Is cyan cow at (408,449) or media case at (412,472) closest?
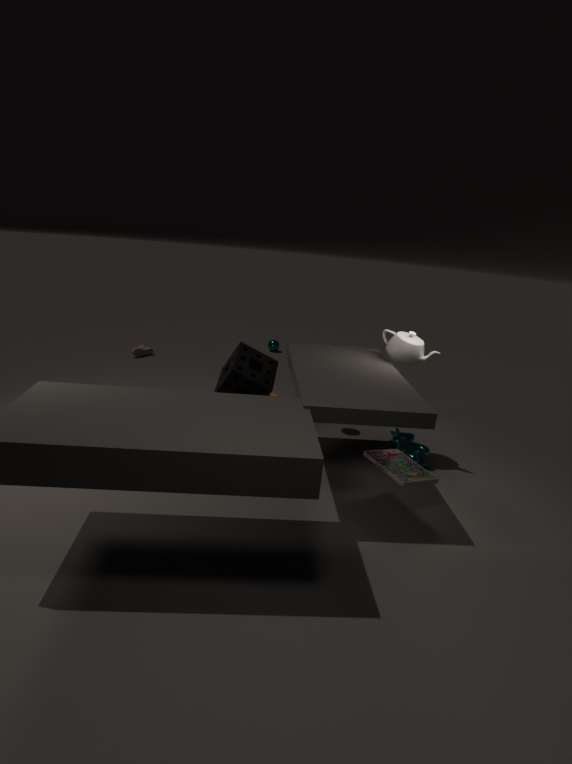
media case at (412,472)
